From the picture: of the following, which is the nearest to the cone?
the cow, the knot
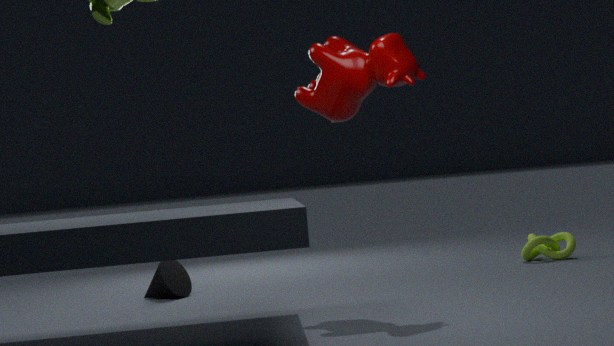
the cow
